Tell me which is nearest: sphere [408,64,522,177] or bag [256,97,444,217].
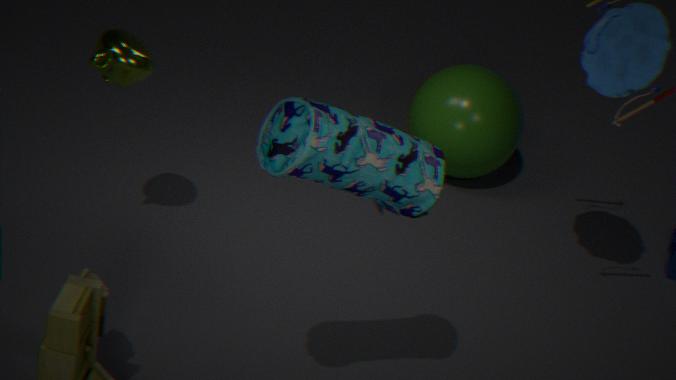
bag [256,97,444,217]
